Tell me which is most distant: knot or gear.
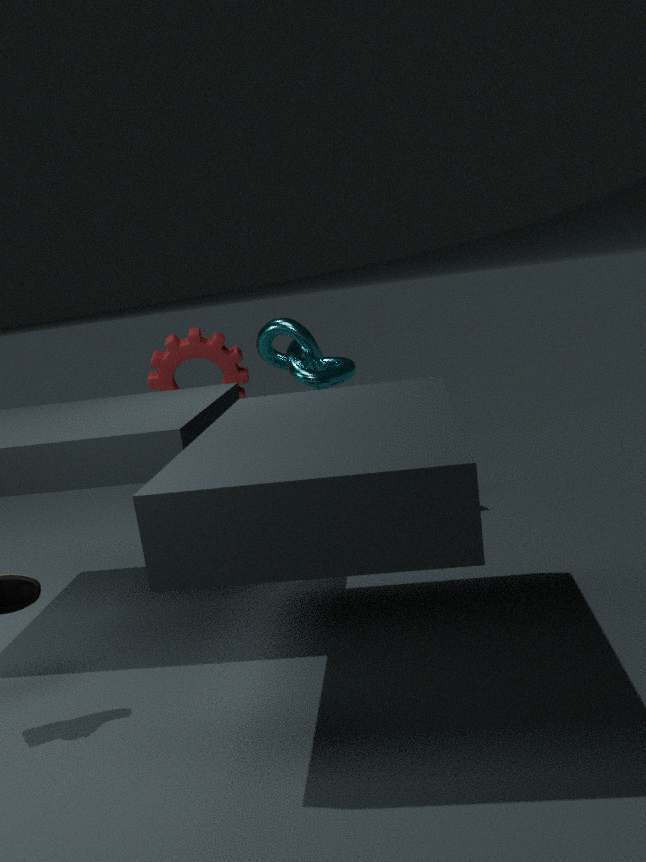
gear
